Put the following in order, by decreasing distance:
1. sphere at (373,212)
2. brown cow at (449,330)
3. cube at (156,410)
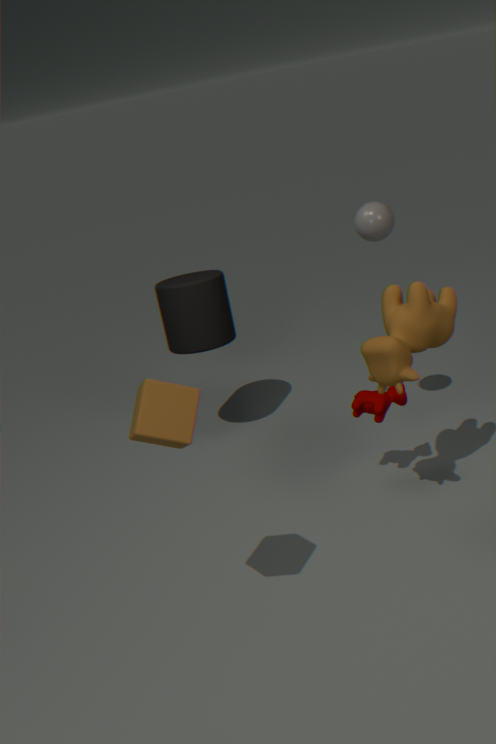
sphere at (373,212) < brown cow at (449,330) < cube at (156,410)
